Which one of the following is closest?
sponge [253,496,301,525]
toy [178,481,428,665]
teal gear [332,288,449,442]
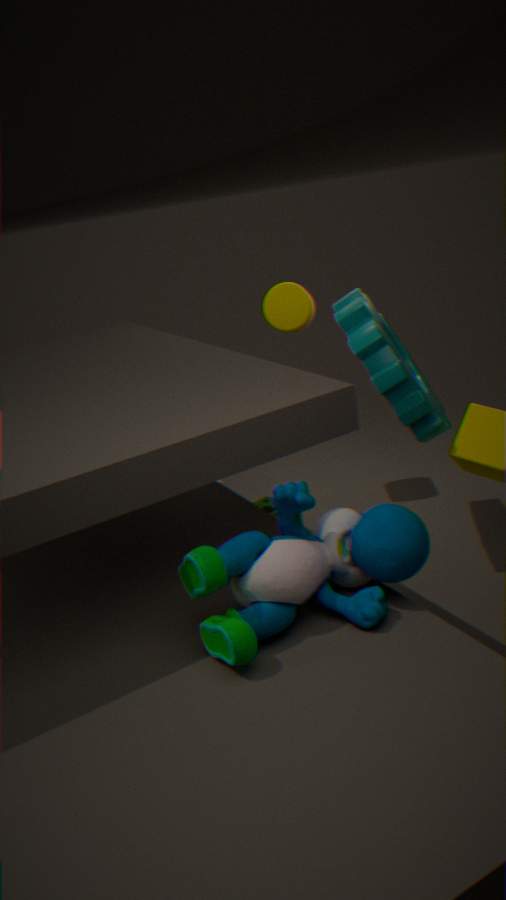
toy [178,481,428,665]
